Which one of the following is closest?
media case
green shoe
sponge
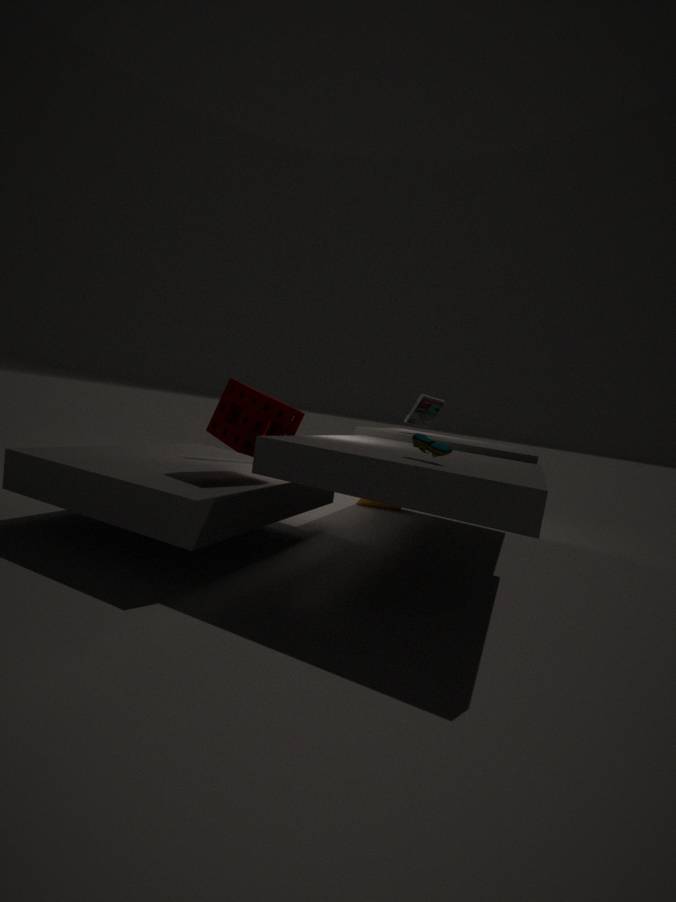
green shoe
